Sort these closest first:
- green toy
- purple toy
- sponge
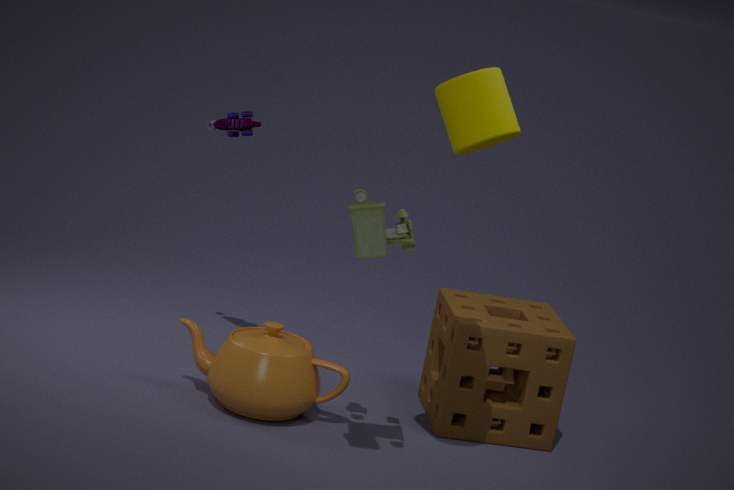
green toy
sponge
purple toy
